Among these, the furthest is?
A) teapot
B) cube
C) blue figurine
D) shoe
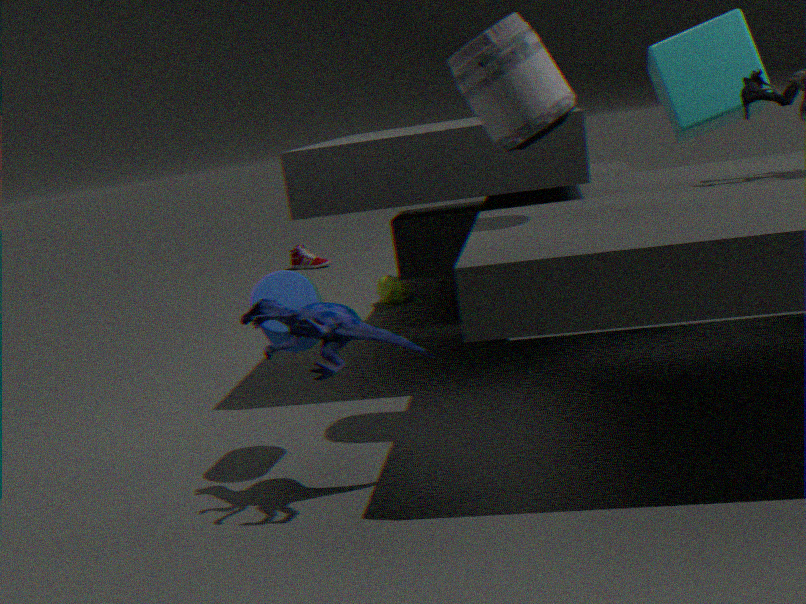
shoe
